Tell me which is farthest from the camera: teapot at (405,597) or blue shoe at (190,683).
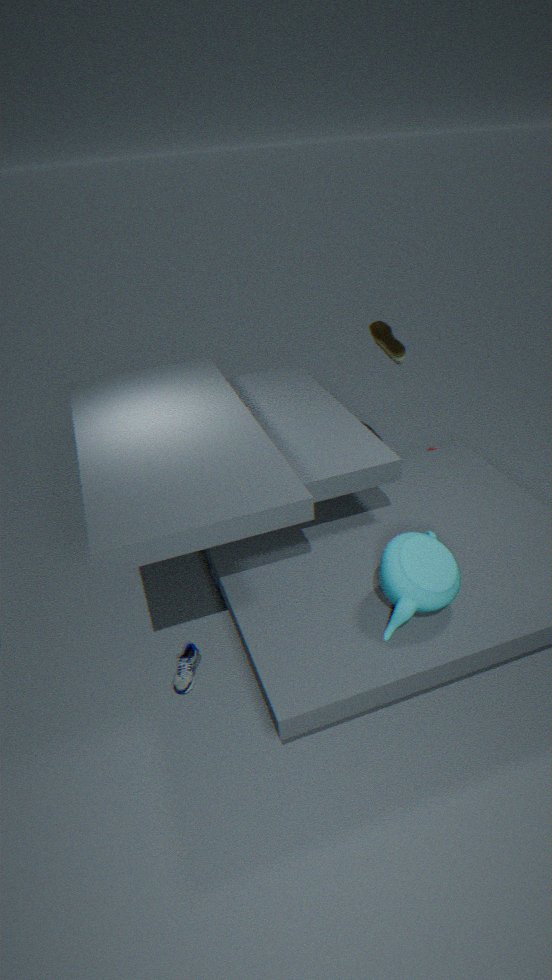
blue shoe at (190,683)
